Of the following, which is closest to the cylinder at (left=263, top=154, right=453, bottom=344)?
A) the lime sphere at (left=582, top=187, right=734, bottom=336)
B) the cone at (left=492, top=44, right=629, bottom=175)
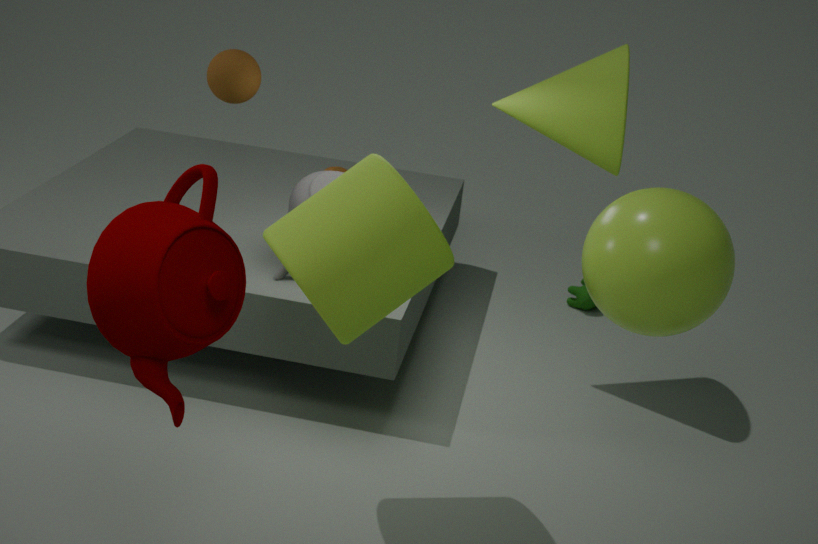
the lime sphere at (left=582, top=187, right=734, bottom=336)
